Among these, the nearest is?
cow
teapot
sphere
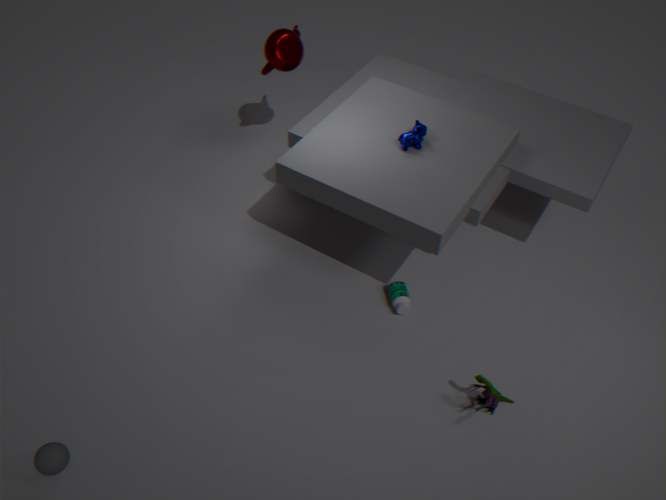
sphere
